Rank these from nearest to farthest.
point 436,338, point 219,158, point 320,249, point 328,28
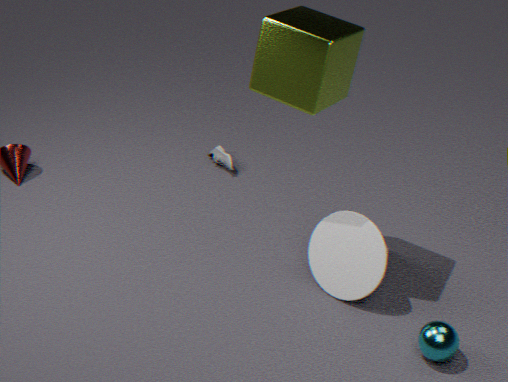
point 436,338, point 328,28, point 320,249, point 219,158
